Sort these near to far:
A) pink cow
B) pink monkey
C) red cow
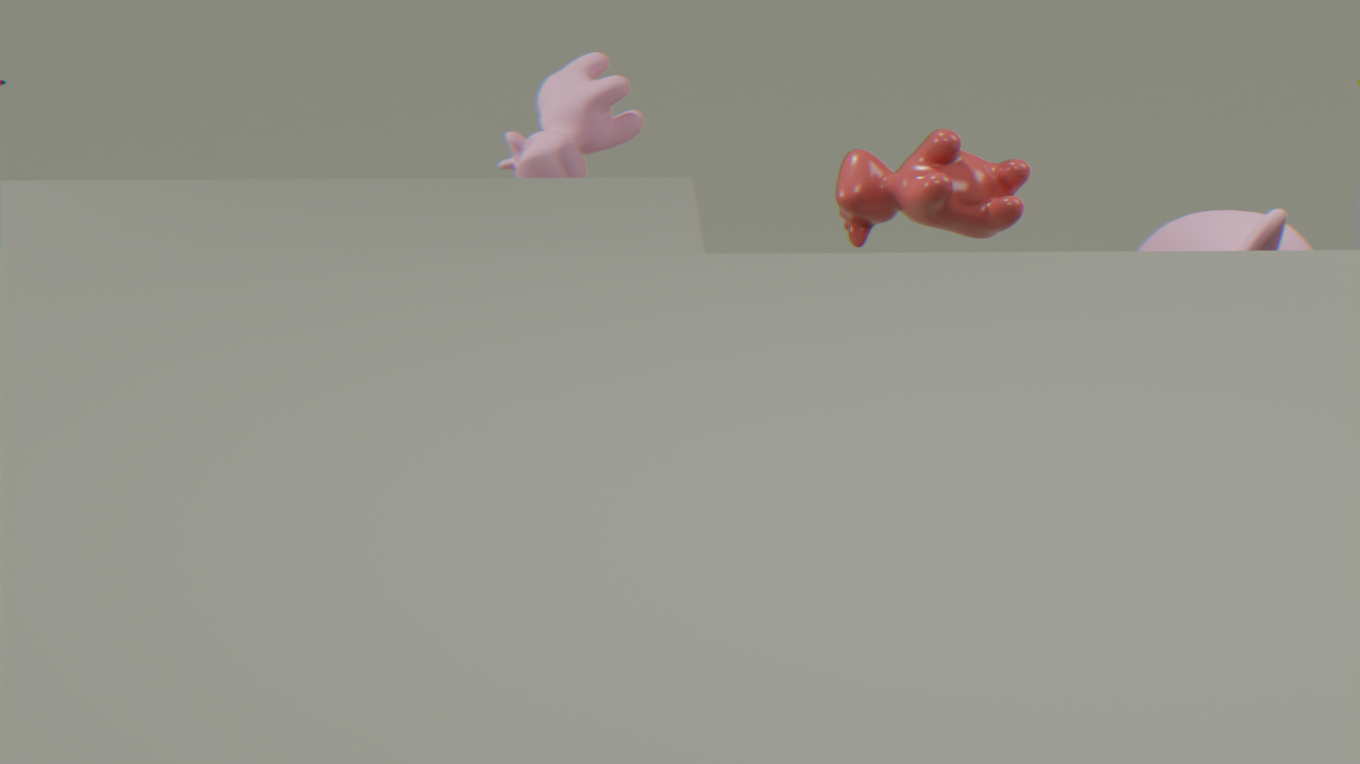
pink monkey < red cow < pink cow
